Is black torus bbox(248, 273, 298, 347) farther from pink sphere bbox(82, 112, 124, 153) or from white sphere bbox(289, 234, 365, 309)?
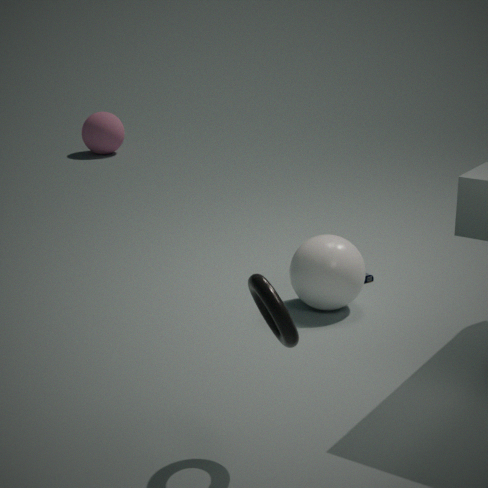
pink sphere bbox(82, 112, 124, 153)
